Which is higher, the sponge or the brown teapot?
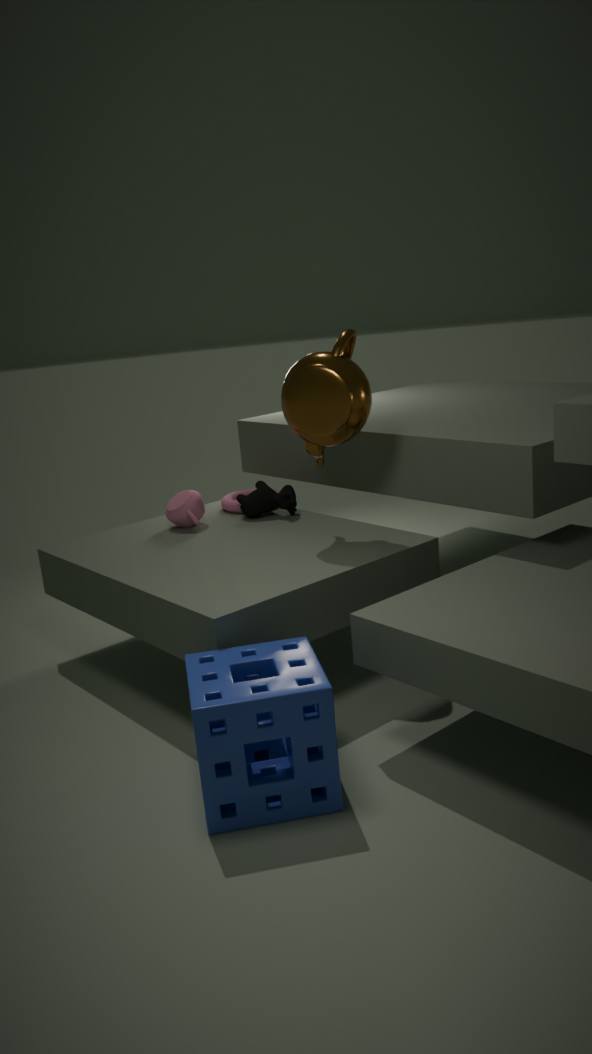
the brown teapot
